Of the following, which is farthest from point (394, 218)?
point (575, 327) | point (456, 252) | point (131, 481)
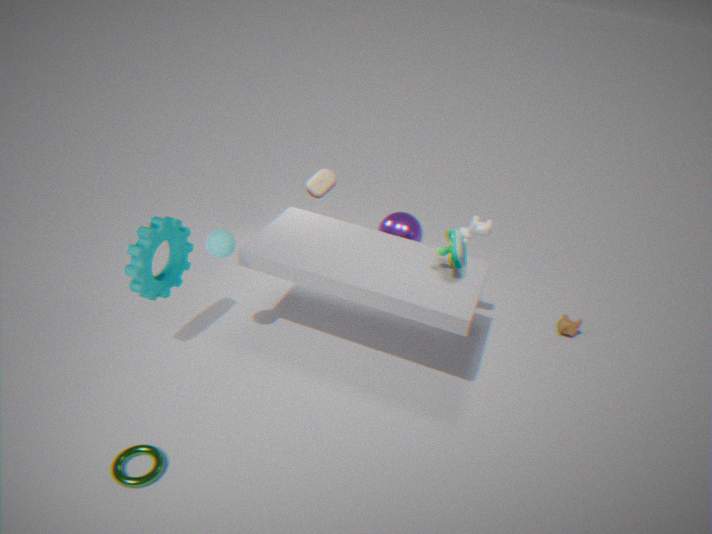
point (131, 481)
